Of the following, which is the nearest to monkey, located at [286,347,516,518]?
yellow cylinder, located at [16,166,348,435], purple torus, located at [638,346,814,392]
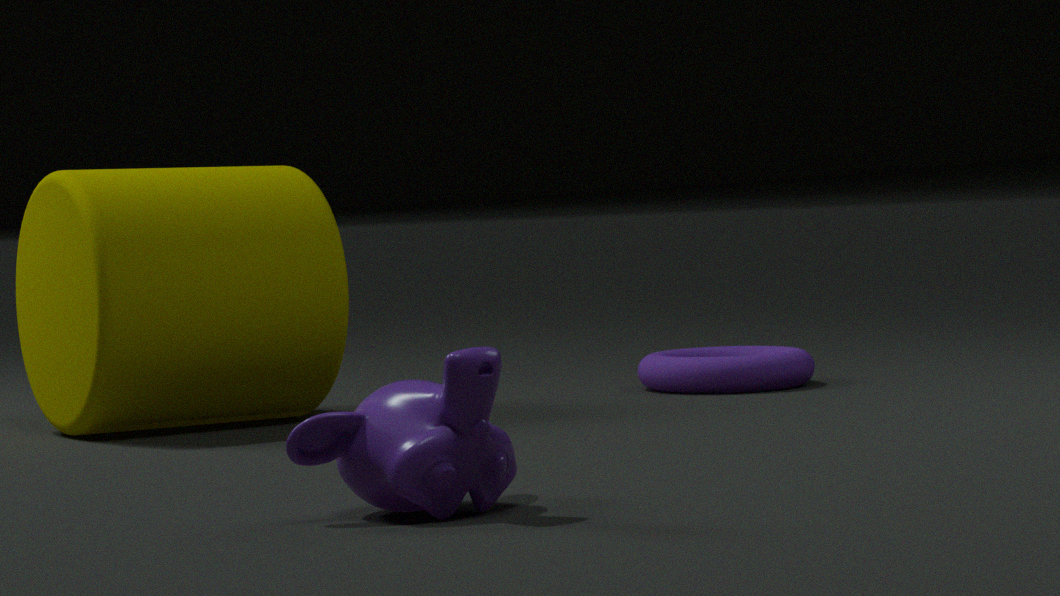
yellow cylinder, located at [16,166,348,435]
